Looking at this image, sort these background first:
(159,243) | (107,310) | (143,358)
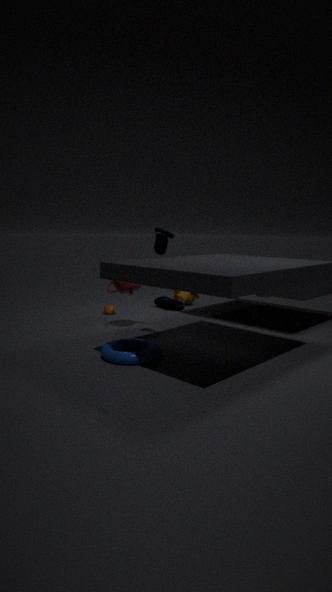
(107,310) → (159,243) → (143,358)
